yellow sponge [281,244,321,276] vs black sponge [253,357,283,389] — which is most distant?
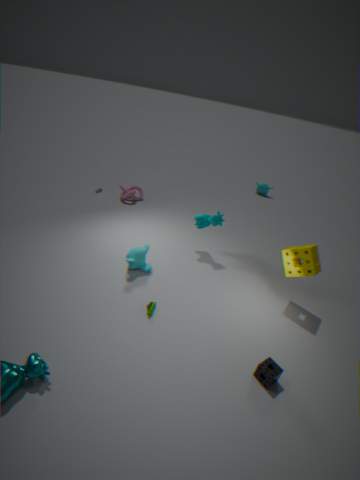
yellow sponge [281,244,321,276]
